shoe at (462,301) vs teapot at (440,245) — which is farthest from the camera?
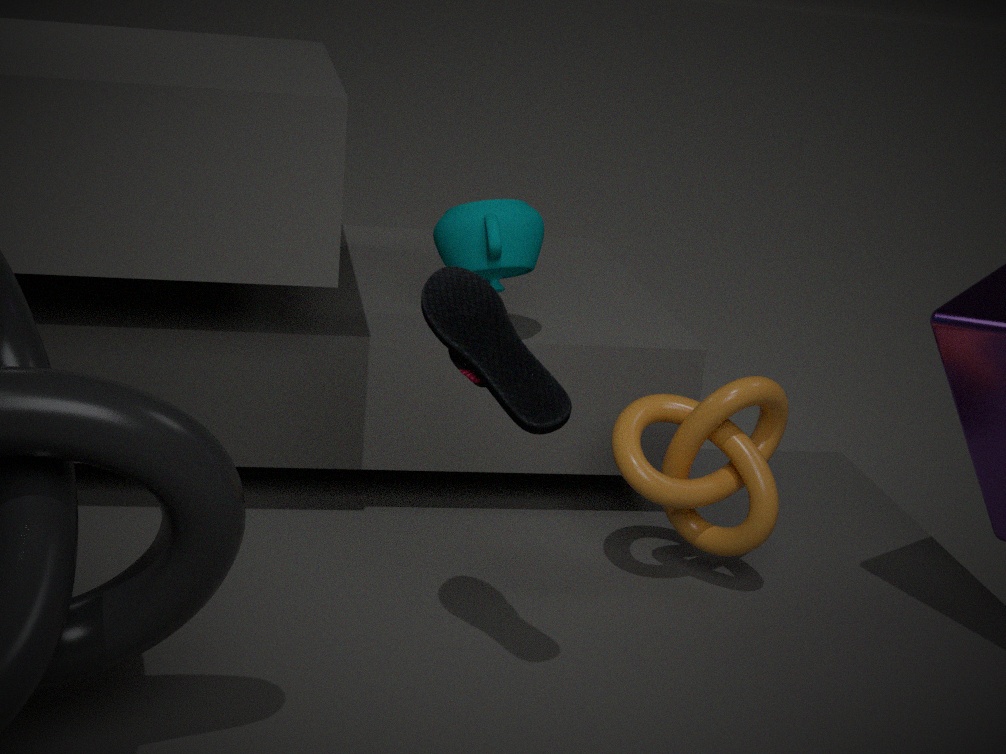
teapot at (440,245)
